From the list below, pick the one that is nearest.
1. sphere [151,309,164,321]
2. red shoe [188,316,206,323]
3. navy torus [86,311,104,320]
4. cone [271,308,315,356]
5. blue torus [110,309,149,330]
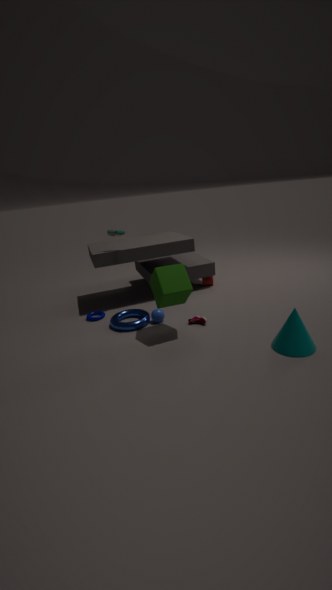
cone [271,308,315,356]
